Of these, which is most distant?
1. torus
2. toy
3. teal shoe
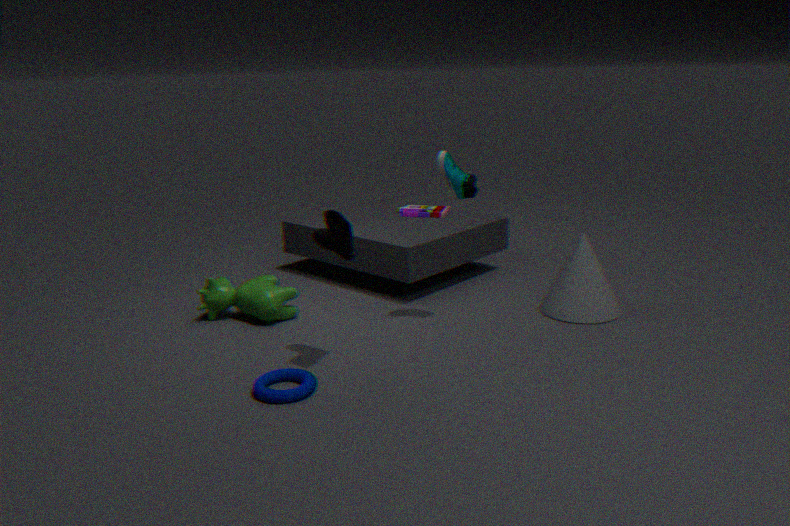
toy
